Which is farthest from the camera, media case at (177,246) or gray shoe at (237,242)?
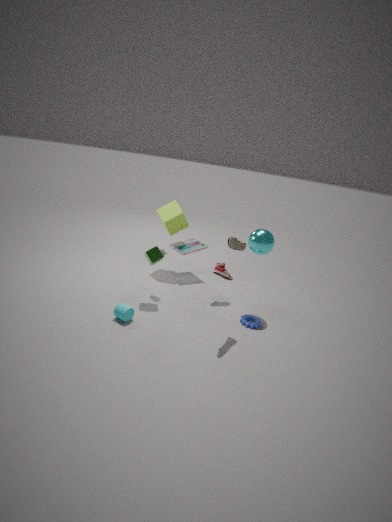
media case at (177,246)
